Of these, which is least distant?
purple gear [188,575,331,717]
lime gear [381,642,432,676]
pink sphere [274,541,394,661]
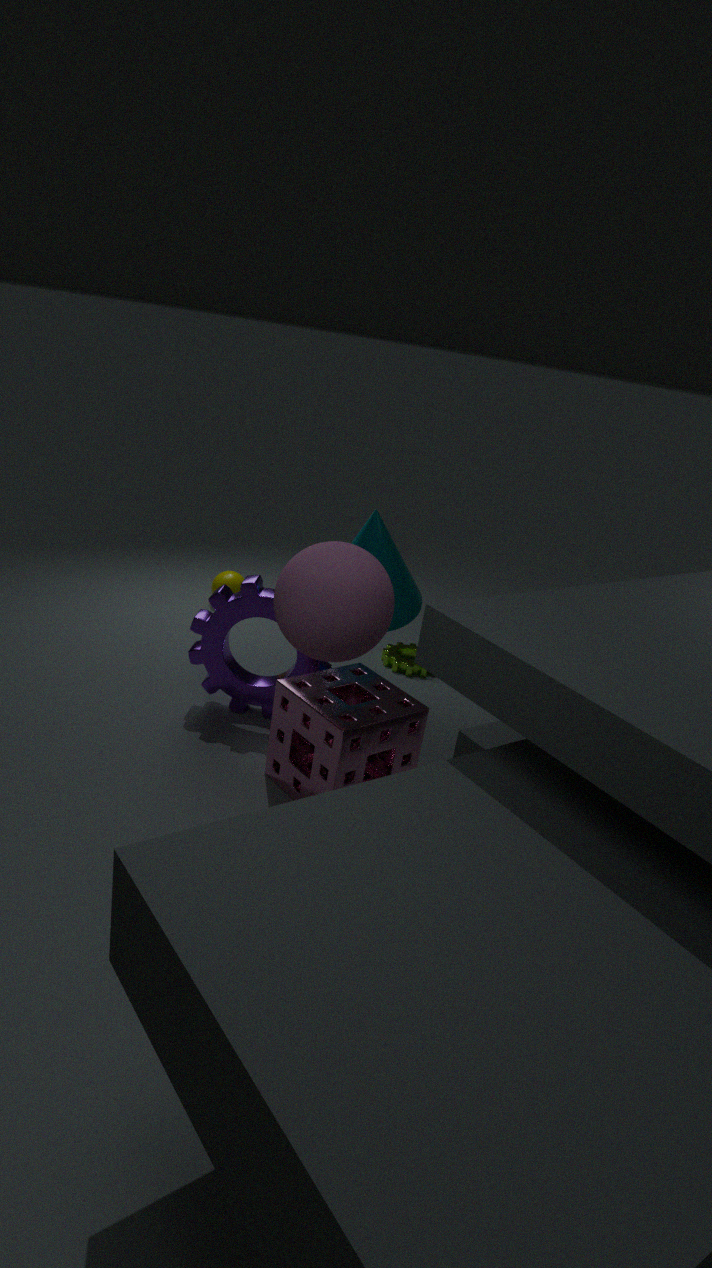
pink sphere [274,541,394,661]
